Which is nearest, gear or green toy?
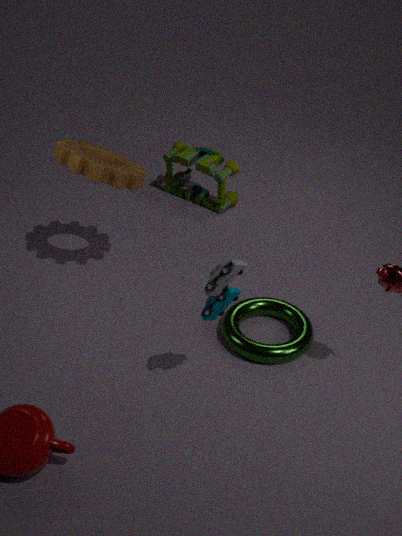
gear
